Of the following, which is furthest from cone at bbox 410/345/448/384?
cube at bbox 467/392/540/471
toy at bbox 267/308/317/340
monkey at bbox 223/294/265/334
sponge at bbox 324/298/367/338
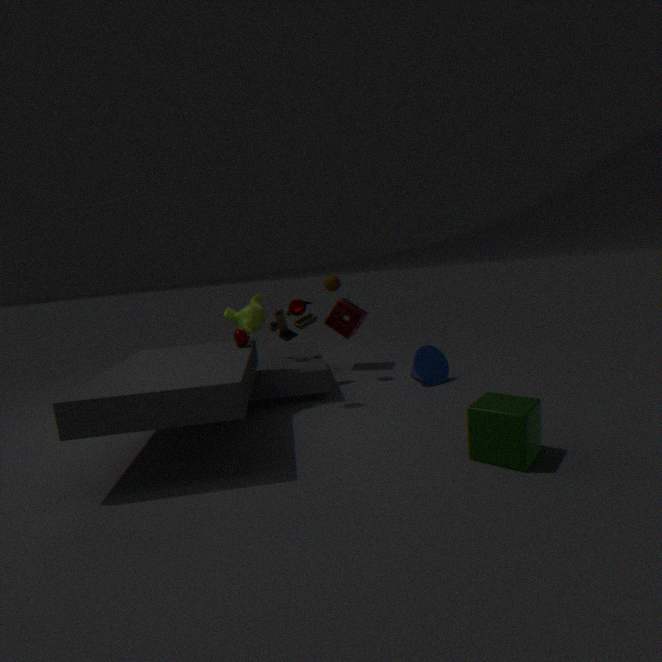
monkey at bbox 223/294/265/334
